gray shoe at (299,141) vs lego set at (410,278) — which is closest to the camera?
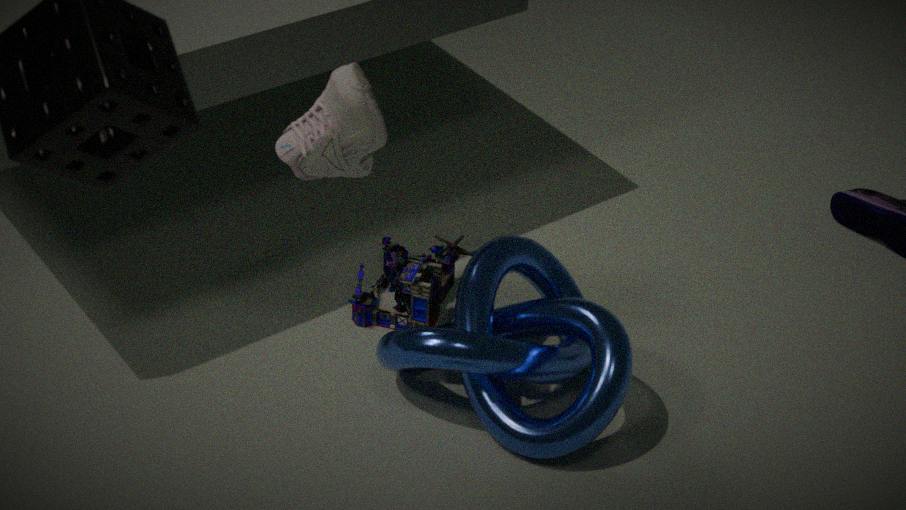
gray shoe at (299,141)
